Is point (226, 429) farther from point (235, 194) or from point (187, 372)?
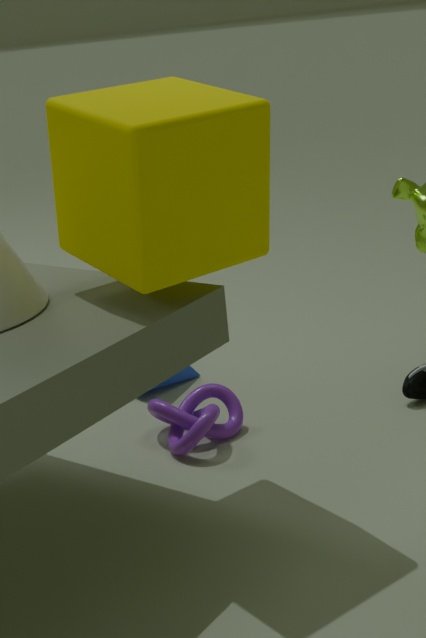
point (235, 194)
